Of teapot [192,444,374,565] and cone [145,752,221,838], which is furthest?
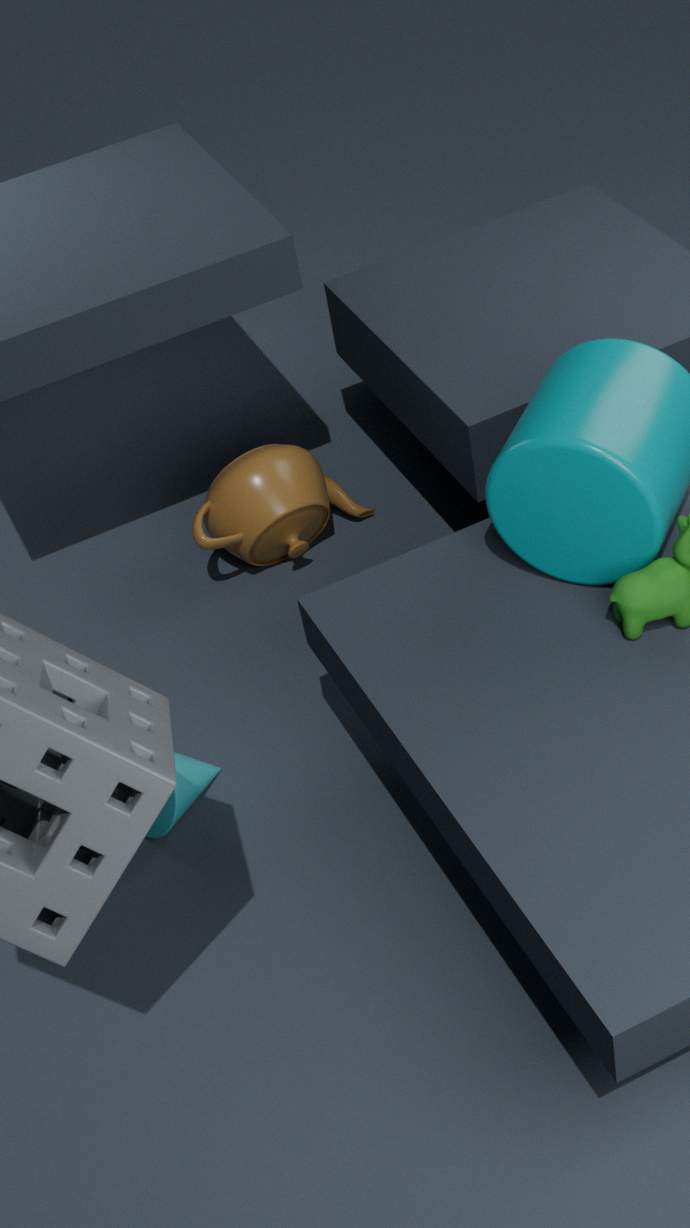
teapot [192,444,374,565]
